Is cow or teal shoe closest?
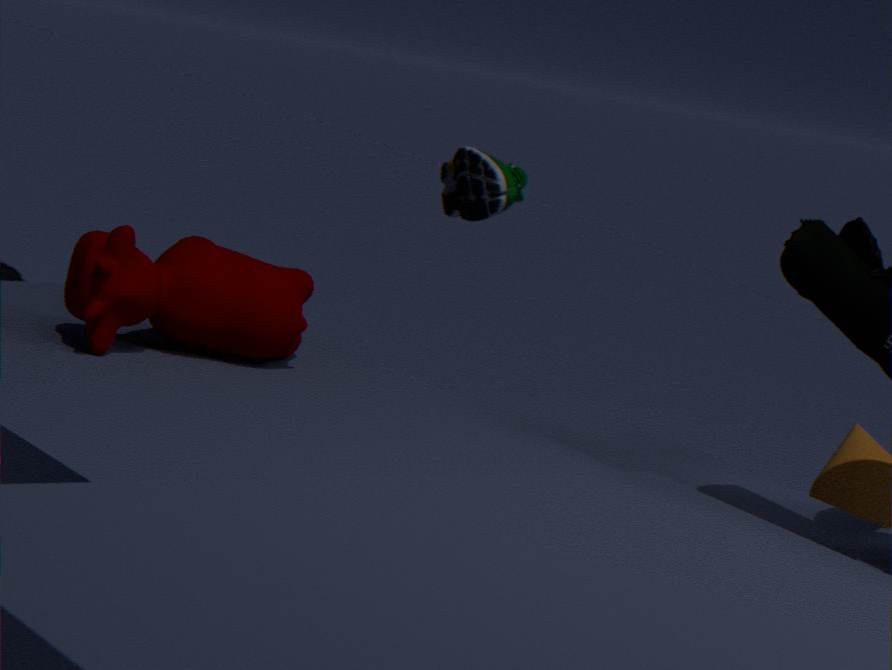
cow
